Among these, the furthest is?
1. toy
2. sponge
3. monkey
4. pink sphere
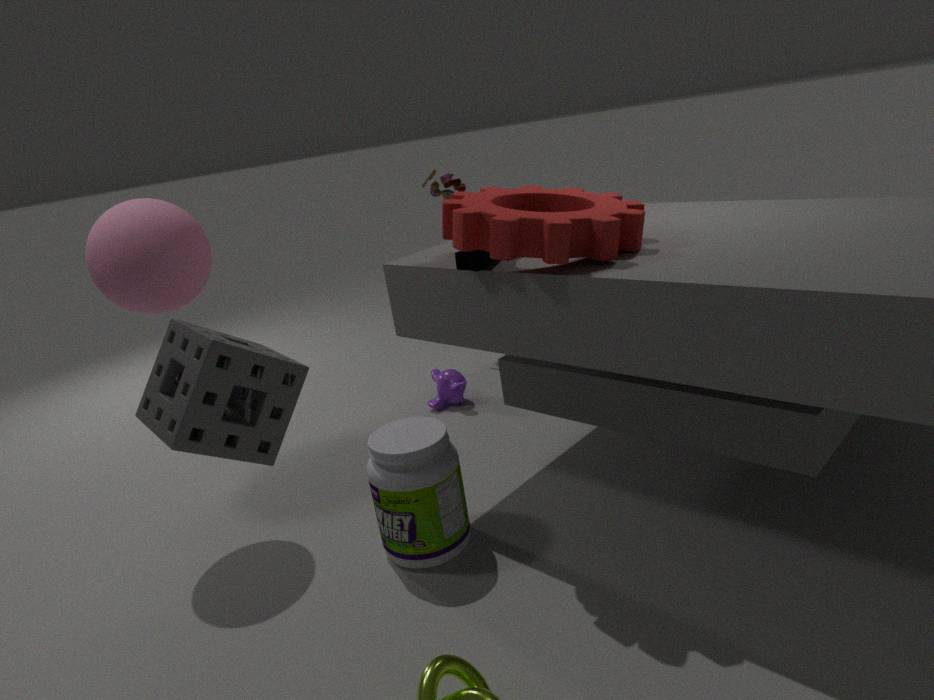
toy
